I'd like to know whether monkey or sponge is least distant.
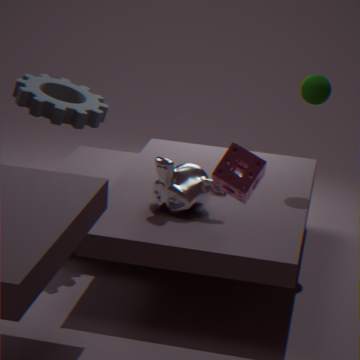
sponge
